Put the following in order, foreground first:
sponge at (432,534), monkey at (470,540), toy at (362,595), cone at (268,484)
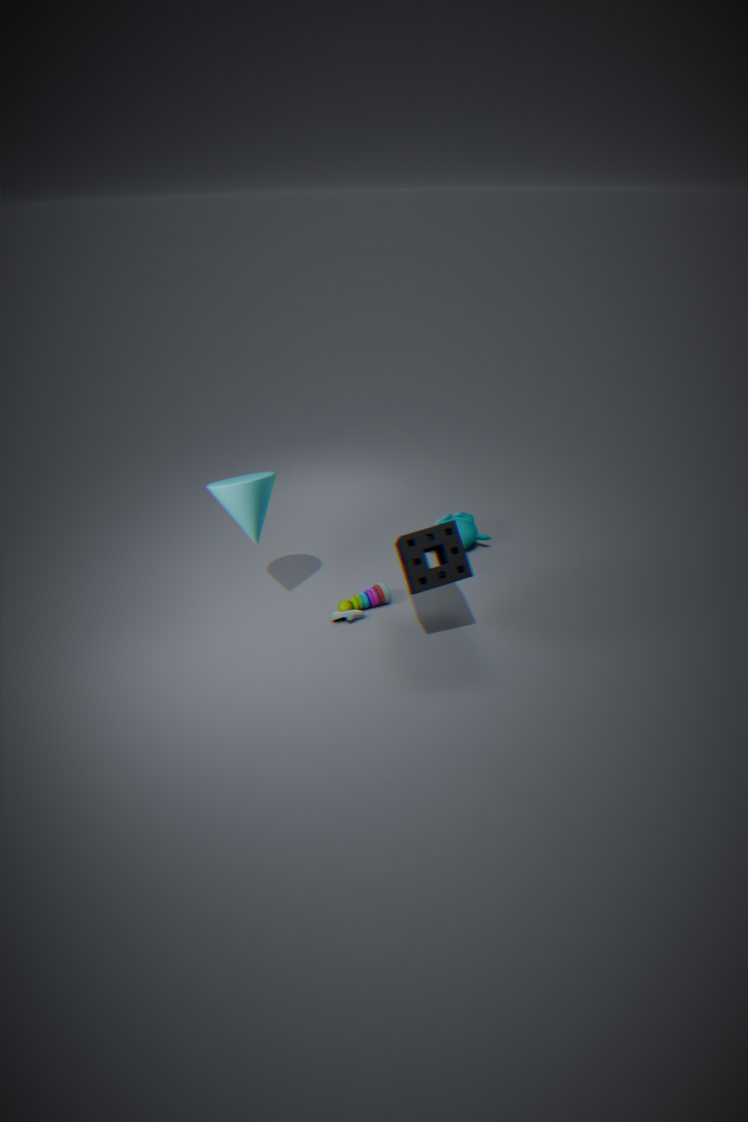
sponge at (432,534) → cone at (268,484) → toy at (362,595) → monkey at (470,540)
